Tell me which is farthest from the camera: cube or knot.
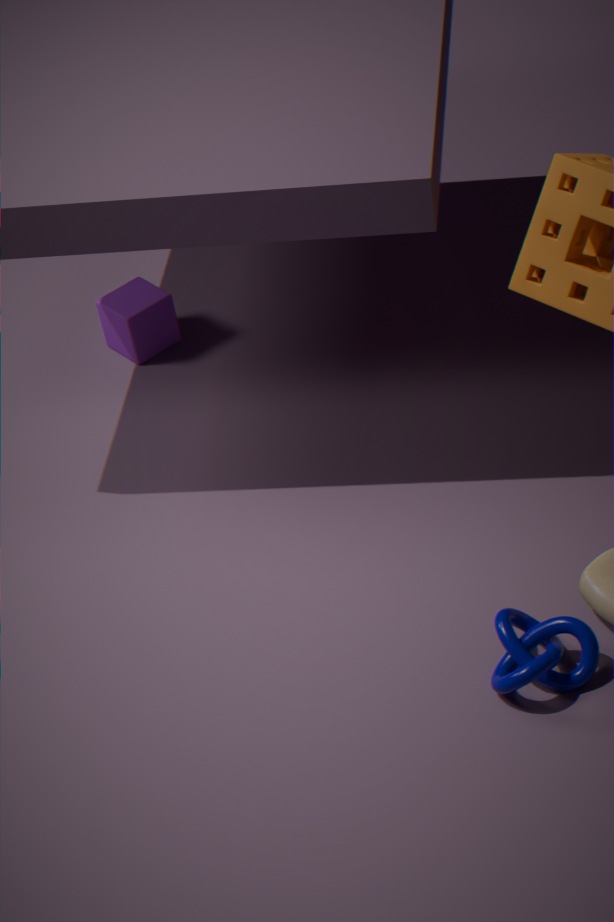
cube
